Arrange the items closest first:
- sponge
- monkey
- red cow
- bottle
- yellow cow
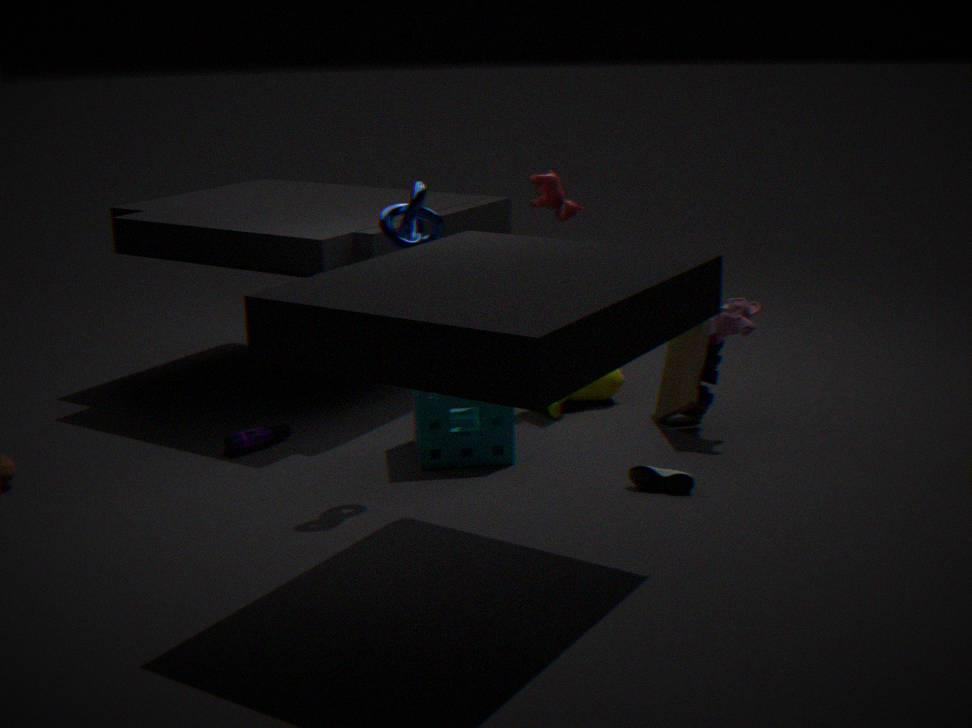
sponge, monkey, bottle, red cow, yellow cow
